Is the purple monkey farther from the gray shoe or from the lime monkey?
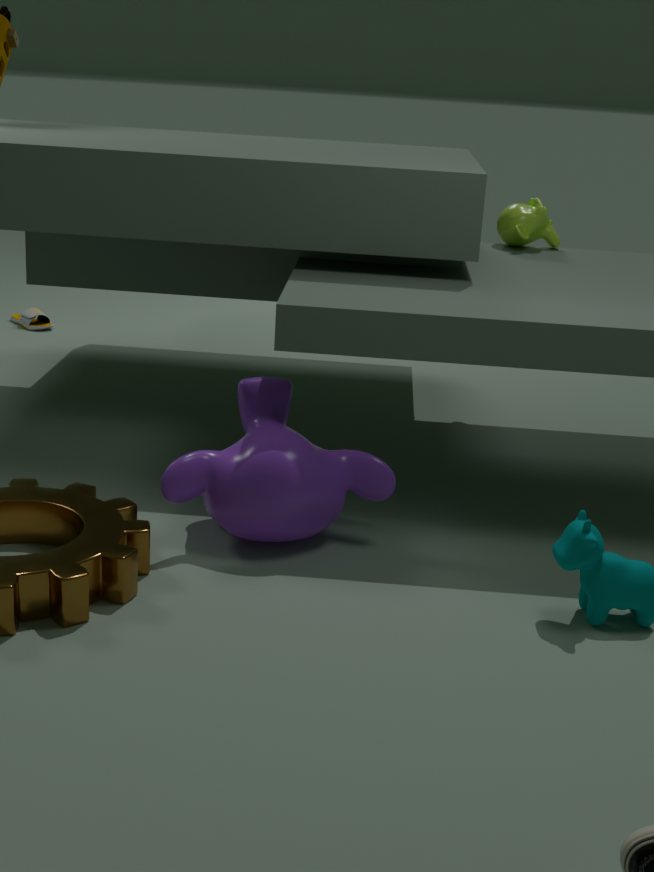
the gray shoe
